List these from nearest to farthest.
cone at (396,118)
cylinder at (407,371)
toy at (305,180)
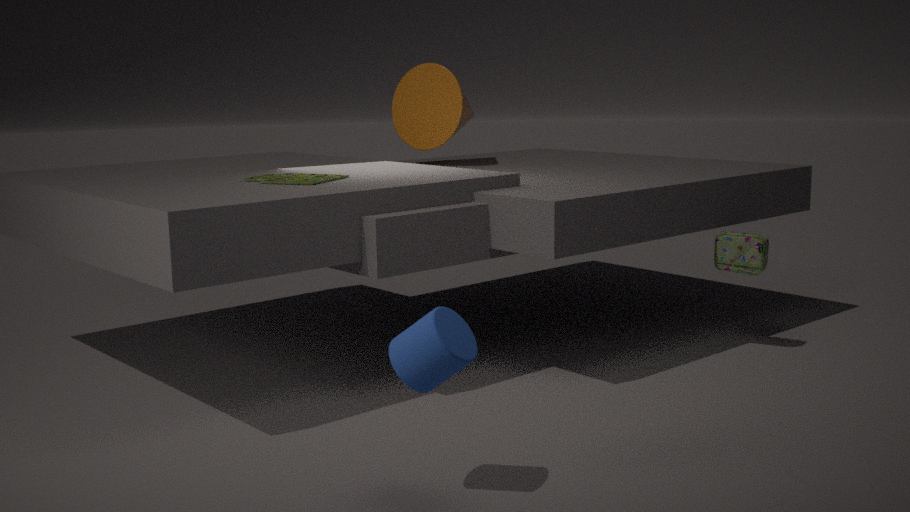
1. cylinder at (407,371)
2. toy at (305,180)
3. cone at (396,118)
